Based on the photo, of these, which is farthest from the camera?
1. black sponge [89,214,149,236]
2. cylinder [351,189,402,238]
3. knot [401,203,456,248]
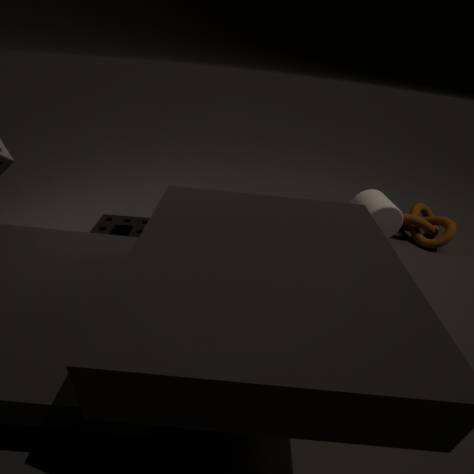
knot [401,203,456,248]
